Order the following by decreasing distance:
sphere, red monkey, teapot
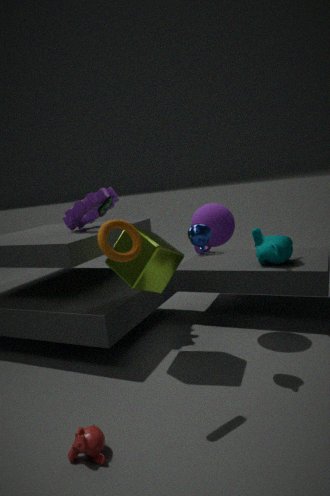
1. sphere
2. teapot
3. red monkey
